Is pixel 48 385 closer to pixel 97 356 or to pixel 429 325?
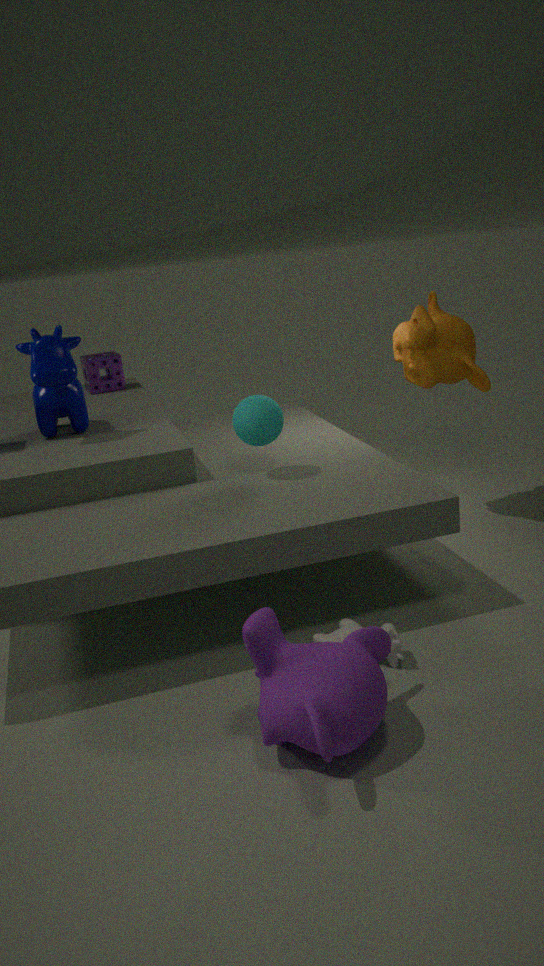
pixel 97 356
